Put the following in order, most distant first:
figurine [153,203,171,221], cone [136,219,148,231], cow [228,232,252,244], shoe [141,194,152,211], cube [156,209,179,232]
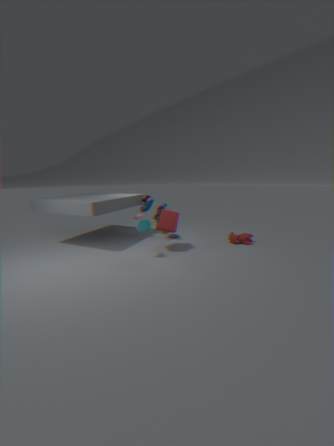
shoe [141,194,152,211] < figurine [153,203,171,221] < cow [228,232,252,244] < cube [156,209,179,232] < cone [136,219,148,231]
